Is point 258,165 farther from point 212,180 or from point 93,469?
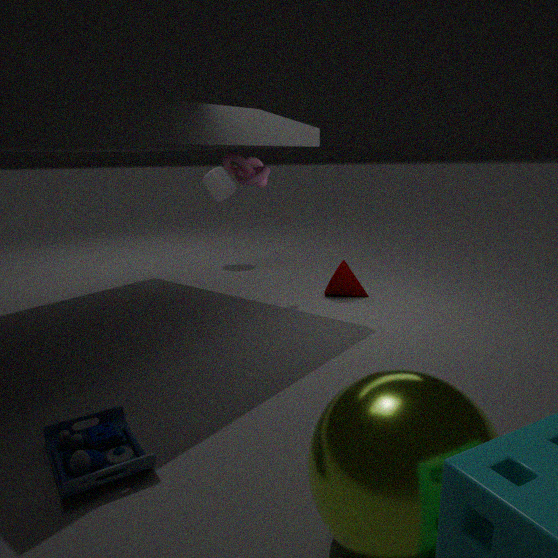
point 93,469
